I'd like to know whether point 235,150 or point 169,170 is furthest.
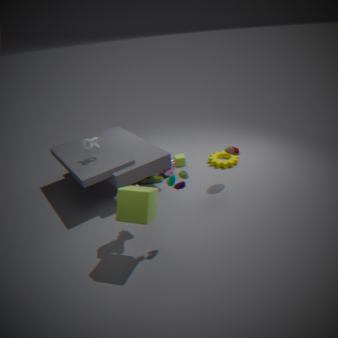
point 169,170
